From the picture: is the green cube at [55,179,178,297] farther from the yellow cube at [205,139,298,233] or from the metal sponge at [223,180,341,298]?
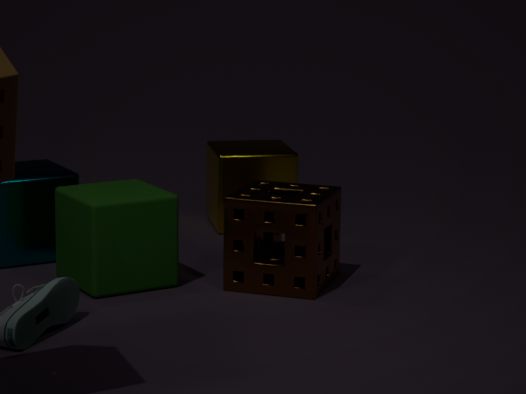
the yellow cube at [205,139,298,233]
